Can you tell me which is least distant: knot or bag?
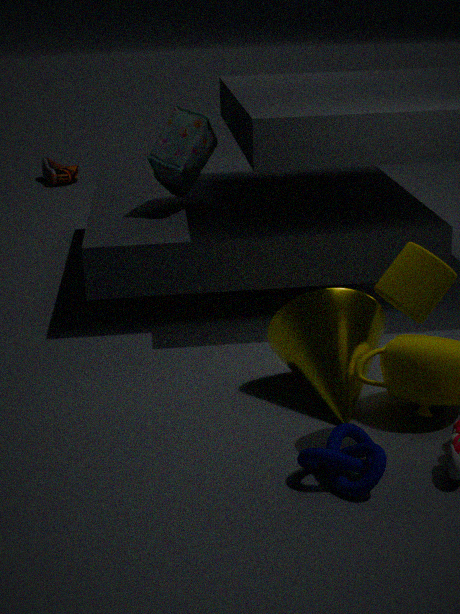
knot
